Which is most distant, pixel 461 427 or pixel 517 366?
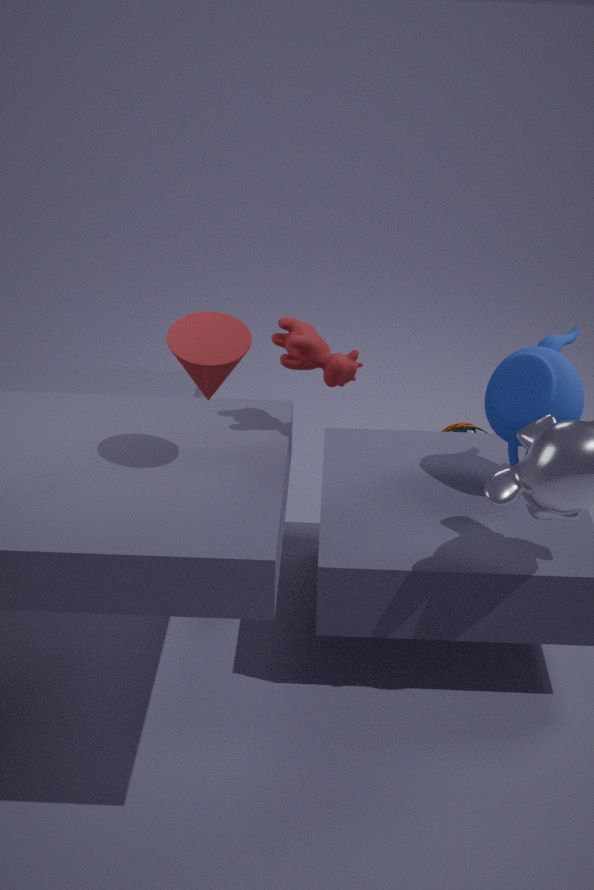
pixel 461 427
